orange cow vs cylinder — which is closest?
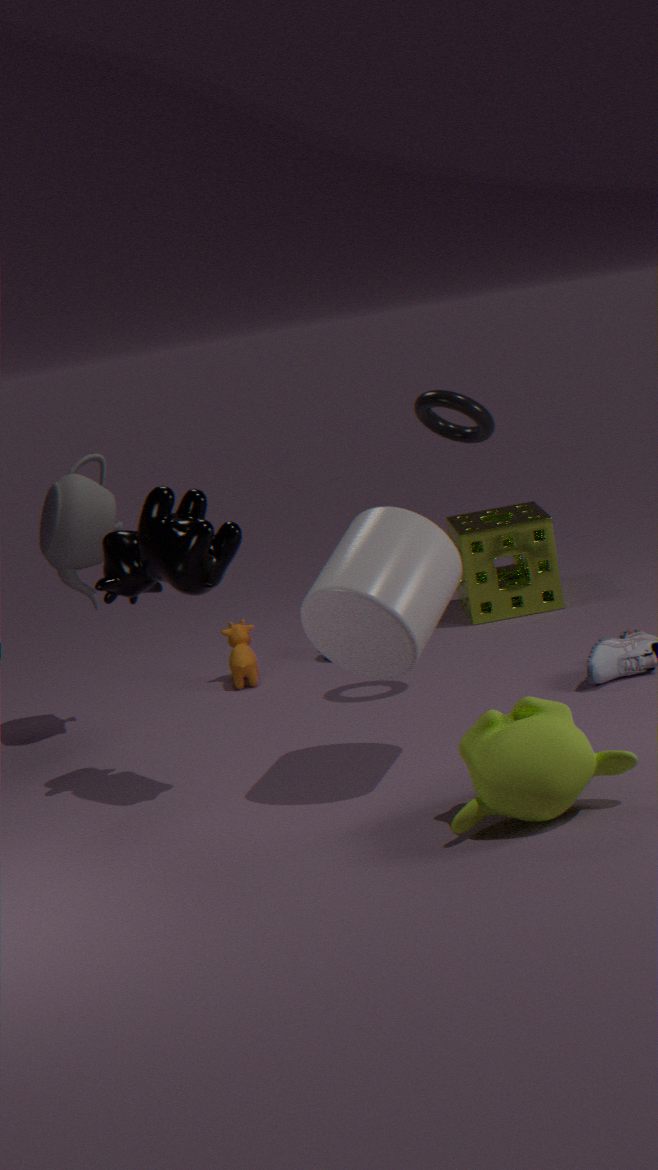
cylinder
